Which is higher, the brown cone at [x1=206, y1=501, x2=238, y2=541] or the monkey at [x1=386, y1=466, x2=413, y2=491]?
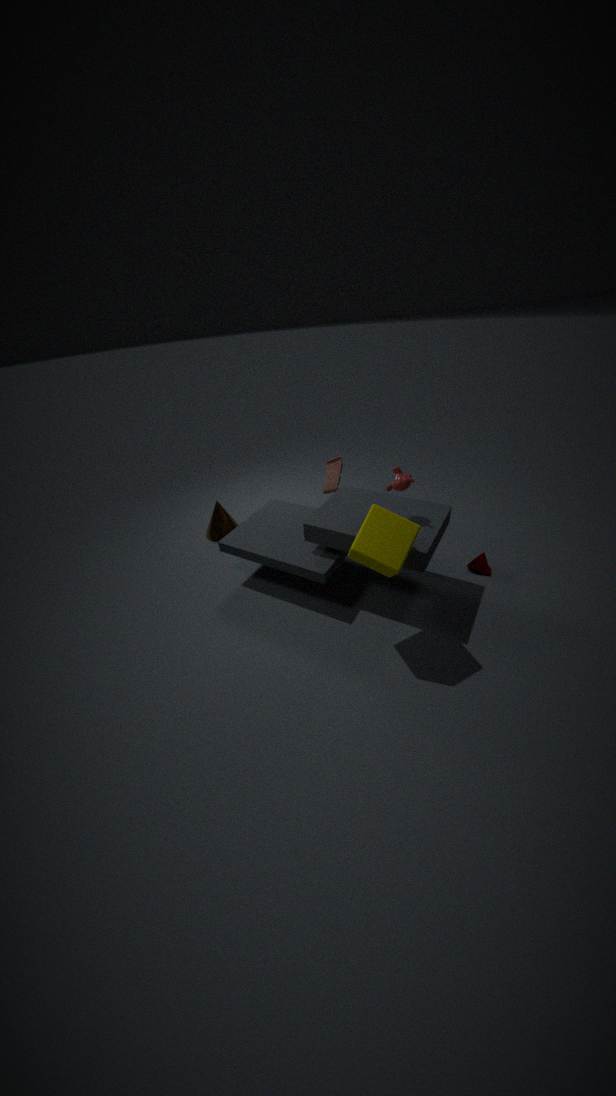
the monkey at [x1=386, y1=466, x2=413, y2=491]
